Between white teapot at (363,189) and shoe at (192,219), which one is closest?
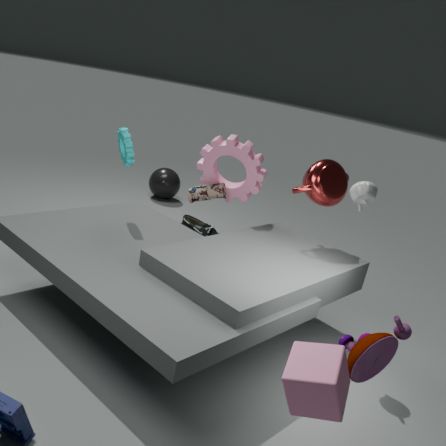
white teapot at (363,189)
